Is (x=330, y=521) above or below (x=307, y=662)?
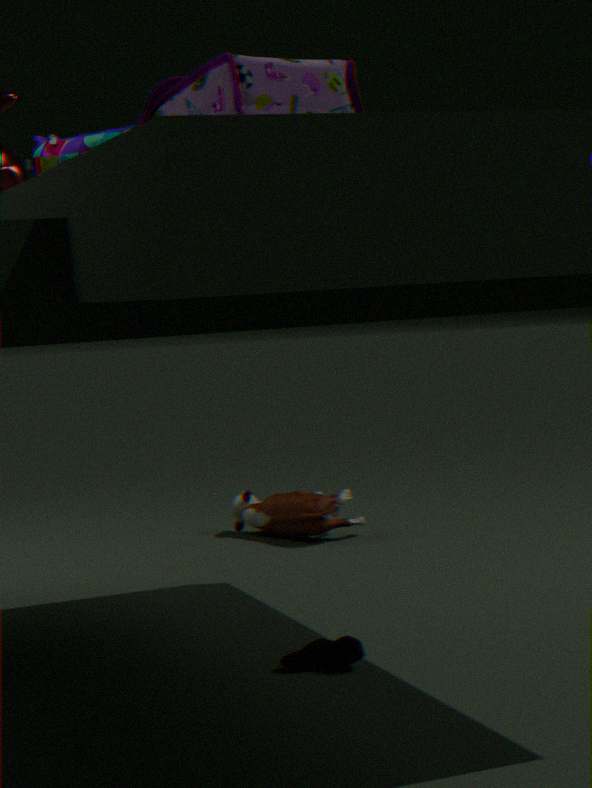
above
